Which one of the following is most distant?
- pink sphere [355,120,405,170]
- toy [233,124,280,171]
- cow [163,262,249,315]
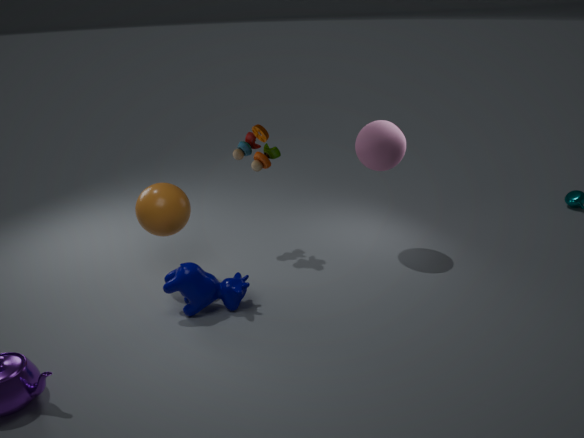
toy [233,124,280,171]
